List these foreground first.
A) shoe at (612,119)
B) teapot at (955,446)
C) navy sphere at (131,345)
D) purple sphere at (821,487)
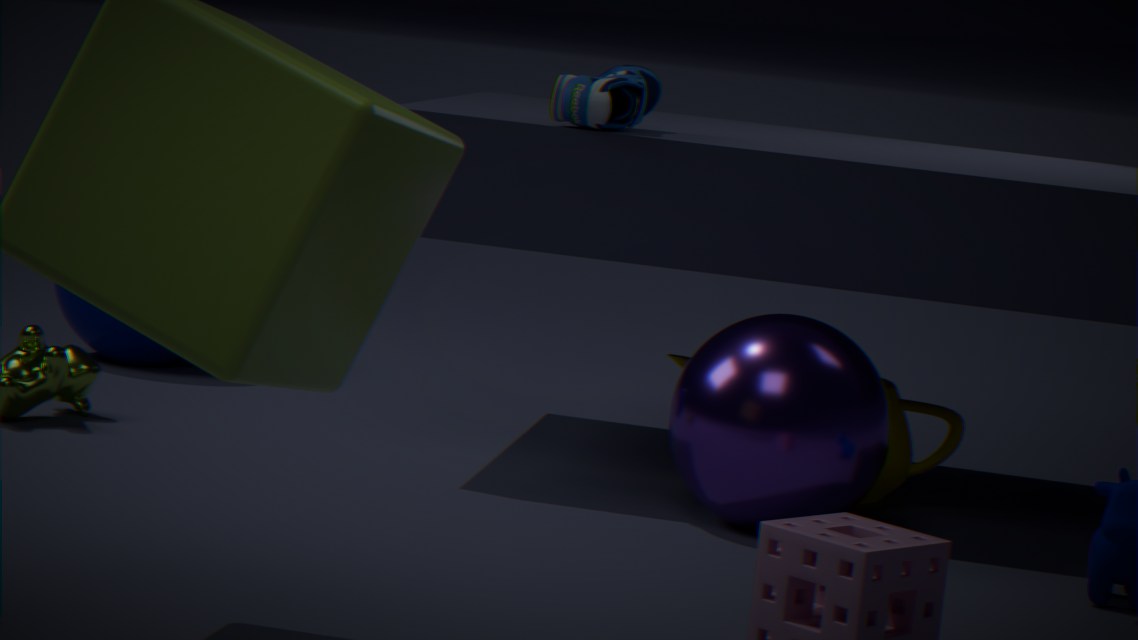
1. purple sphere at (821,487)
2. shoe at (612,119)
3. teapot at (955,446)
4. navy sphere at (131,345)
